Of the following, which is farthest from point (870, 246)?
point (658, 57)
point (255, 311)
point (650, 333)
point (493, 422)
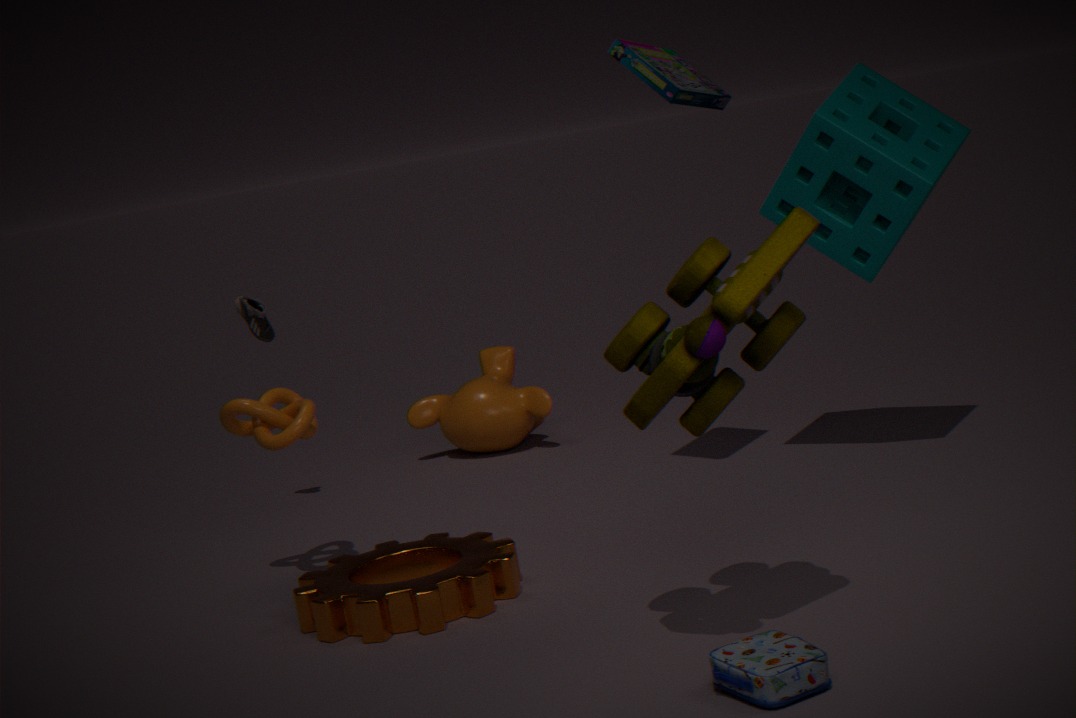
point (255, 311)
